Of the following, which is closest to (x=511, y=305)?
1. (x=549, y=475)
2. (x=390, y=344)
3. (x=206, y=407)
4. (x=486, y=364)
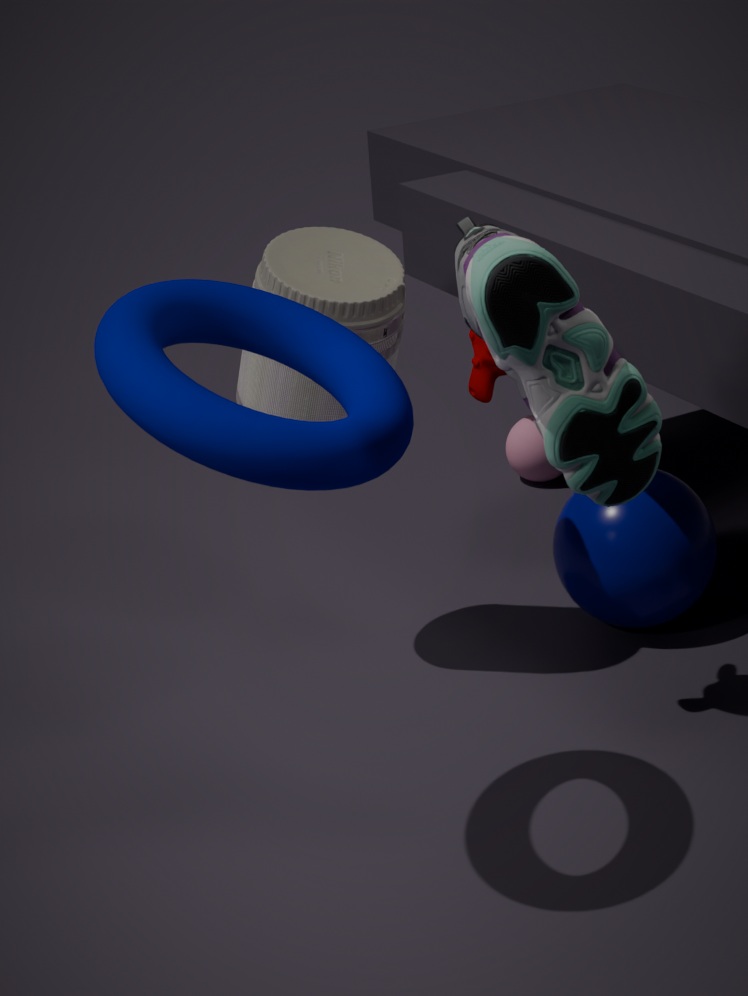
(x=206, y=407)
